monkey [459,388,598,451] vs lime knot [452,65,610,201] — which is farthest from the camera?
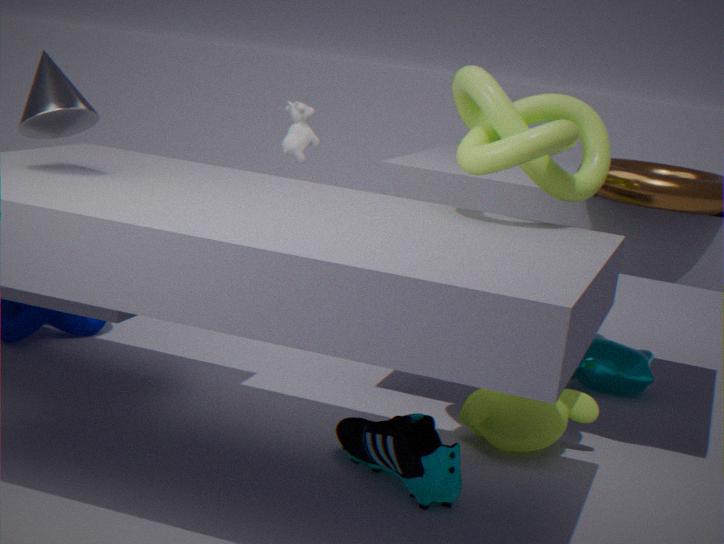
monkey [459,388,598,451]
